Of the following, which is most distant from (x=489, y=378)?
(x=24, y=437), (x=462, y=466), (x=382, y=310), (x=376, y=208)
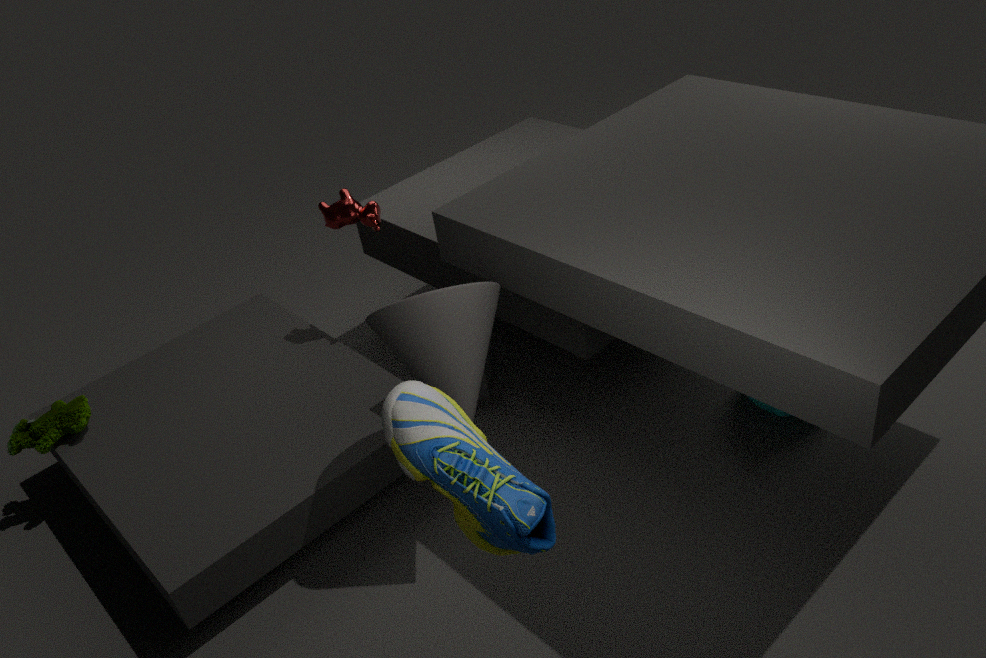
(x=24, y=437)
